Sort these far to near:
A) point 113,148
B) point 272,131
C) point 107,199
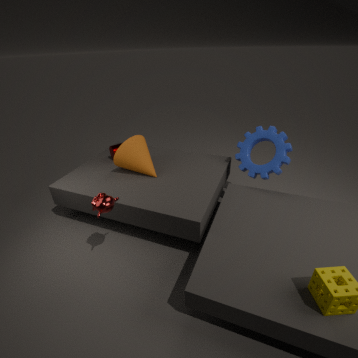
point 113,148 → point 272,131 → point 107,199
